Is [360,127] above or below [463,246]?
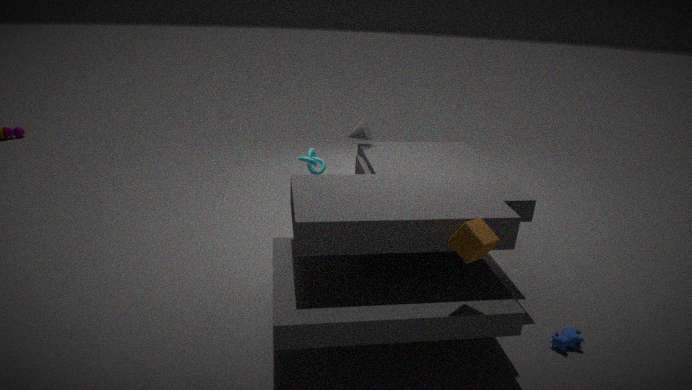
above
